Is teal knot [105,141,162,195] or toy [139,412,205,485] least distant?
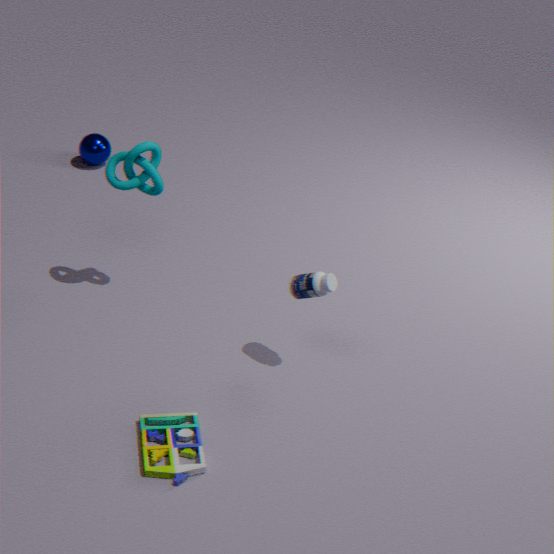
toy [139,412,205,485]
